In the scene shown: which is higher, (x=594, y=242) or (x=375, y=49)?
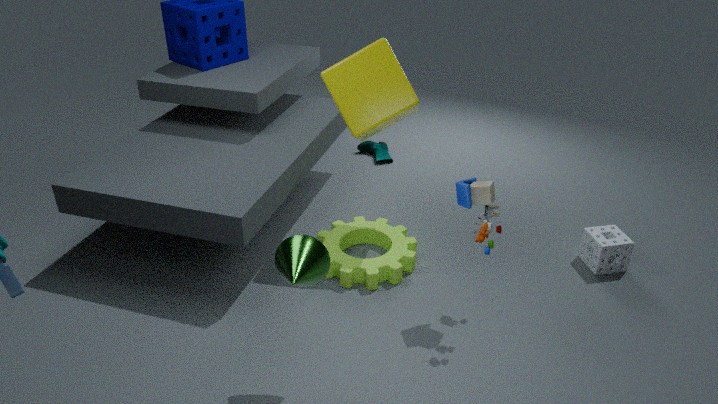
(x=375, y=49)
